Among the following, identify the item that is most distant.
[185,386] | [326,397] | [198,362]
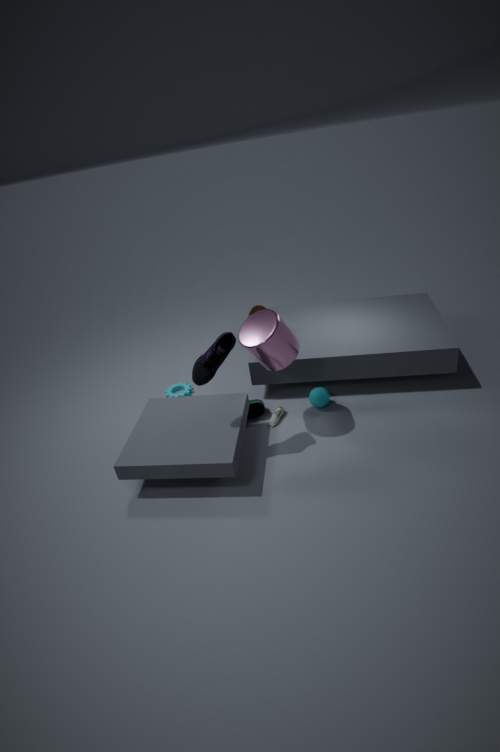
[185,386]
